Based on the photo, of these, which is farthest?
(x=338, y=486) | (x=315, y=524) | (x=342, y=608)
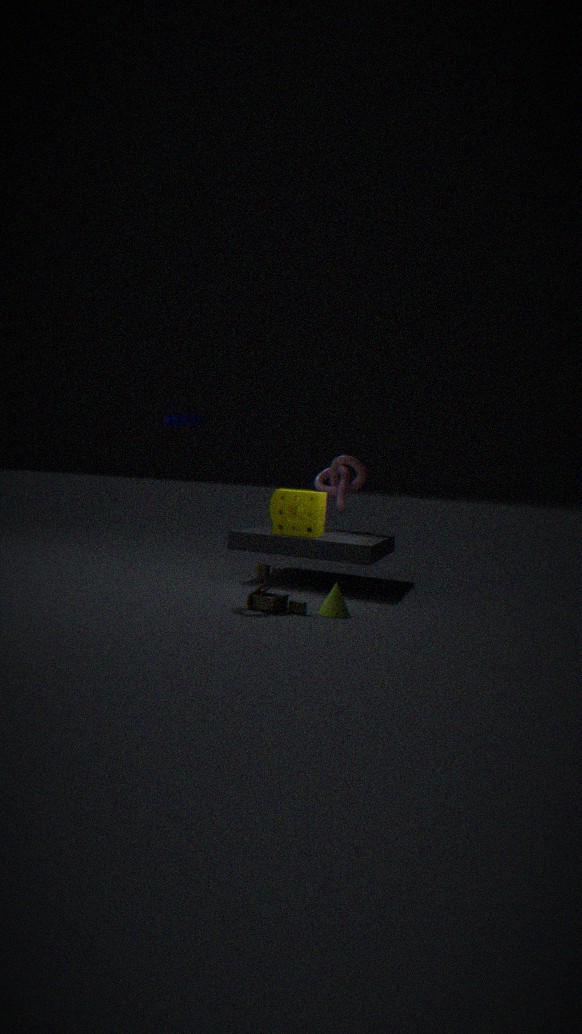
(x=338, y=486)
